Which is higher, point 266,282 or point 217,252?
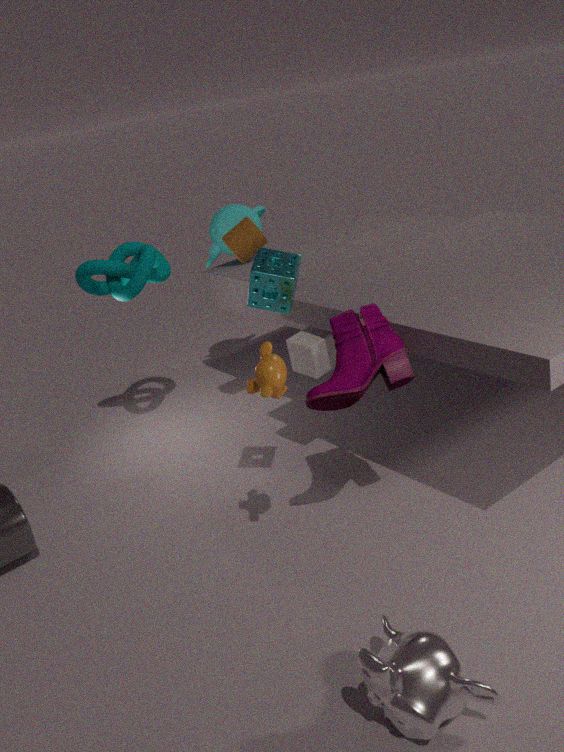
point 266,282
